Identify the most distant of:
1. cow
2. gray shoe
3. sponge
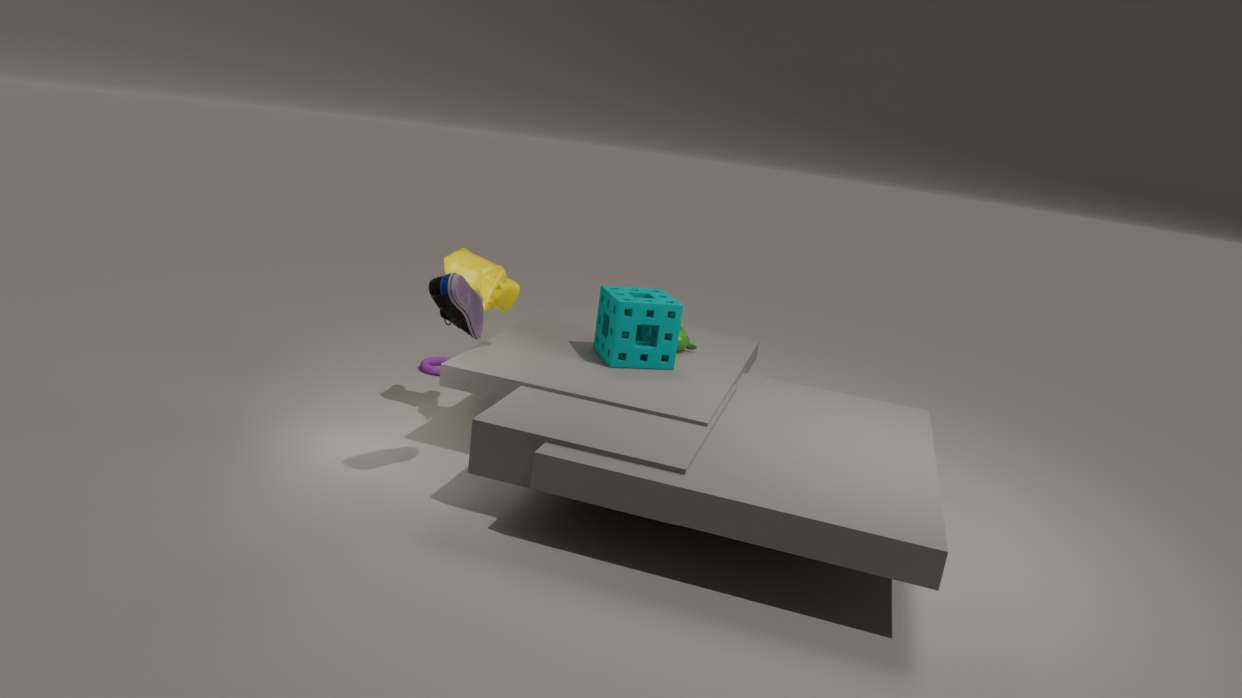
sponge
